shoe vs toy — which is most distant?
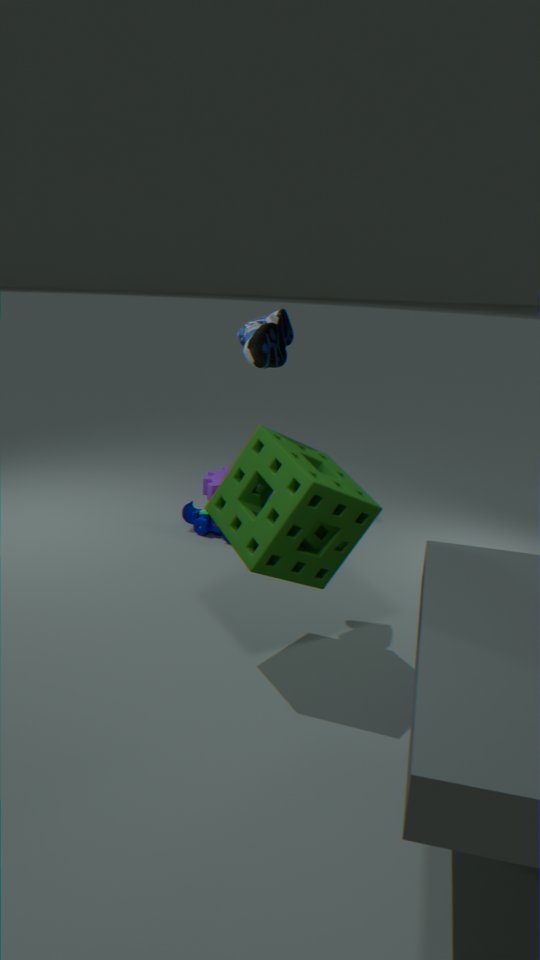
toy
